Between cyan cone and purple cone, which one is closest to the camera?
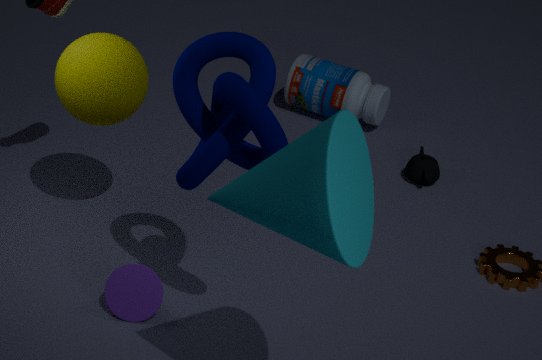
cyan cone
